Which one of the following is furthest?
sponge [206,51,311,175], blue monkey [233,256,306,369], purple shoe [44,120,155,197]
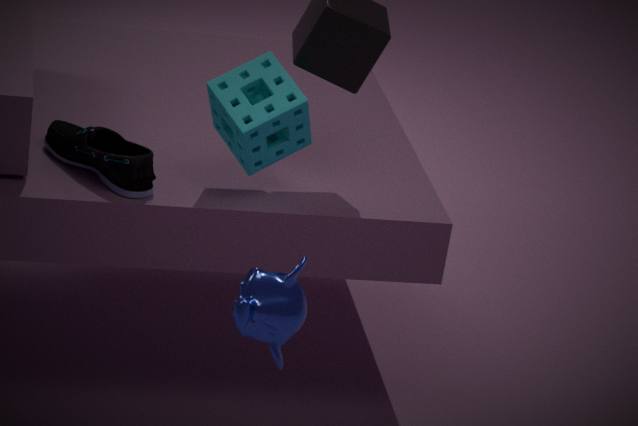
purple shoe [44,120,155,197]
